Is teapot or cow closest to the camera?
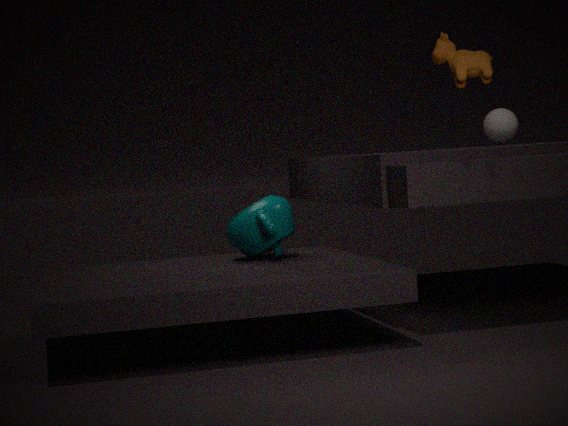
cow
